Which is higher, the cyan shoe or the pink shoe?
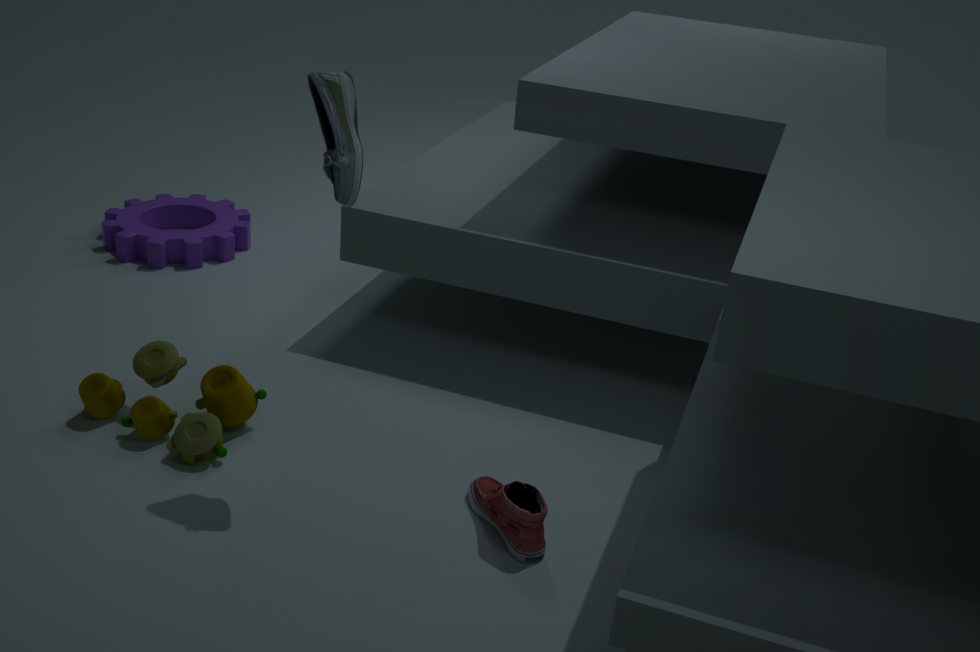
the cyan shoe
